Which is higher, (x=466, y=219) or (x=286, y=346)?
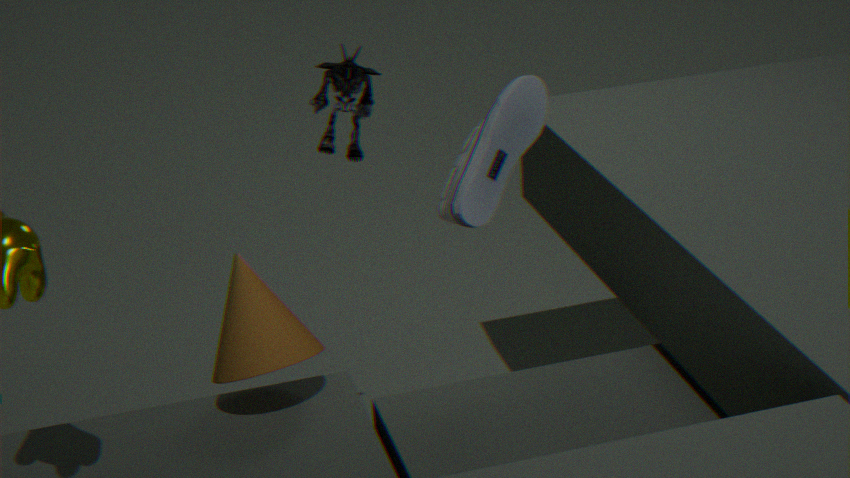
(x=466, y=219)
